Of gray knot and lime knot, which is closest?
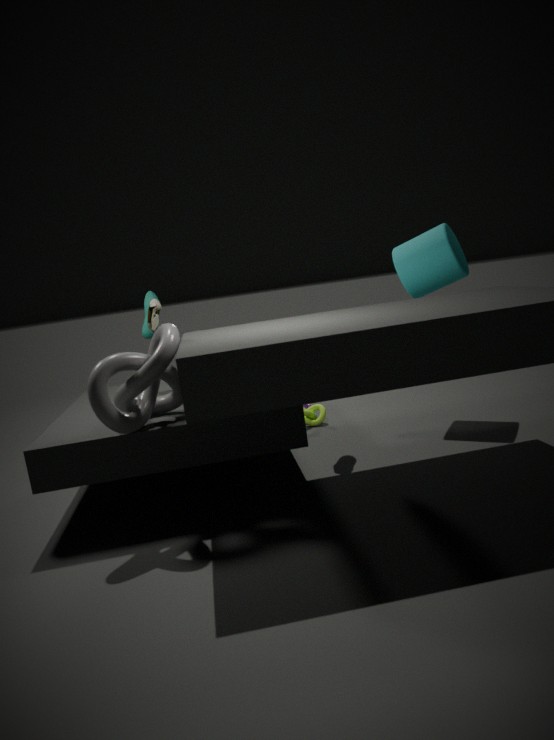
gray knot
